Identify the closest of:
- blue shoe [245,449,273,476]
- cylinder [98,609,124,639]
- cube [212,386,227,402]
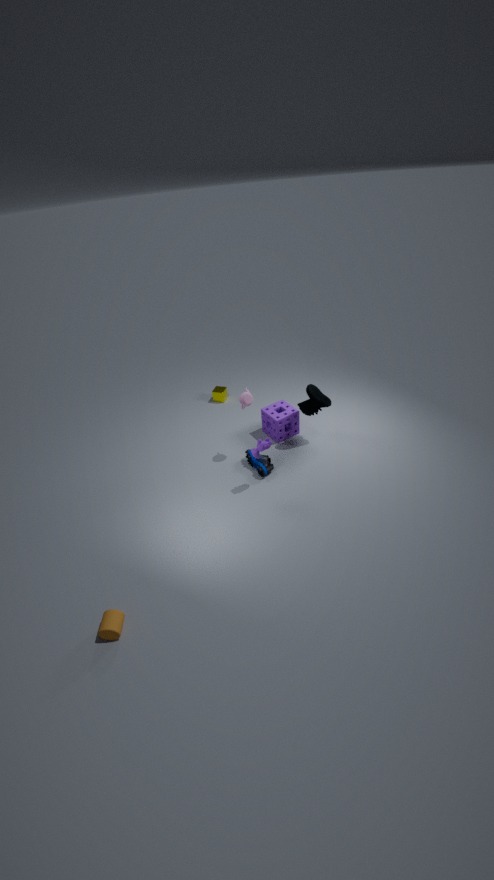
cylinder [98,609,124,639]
